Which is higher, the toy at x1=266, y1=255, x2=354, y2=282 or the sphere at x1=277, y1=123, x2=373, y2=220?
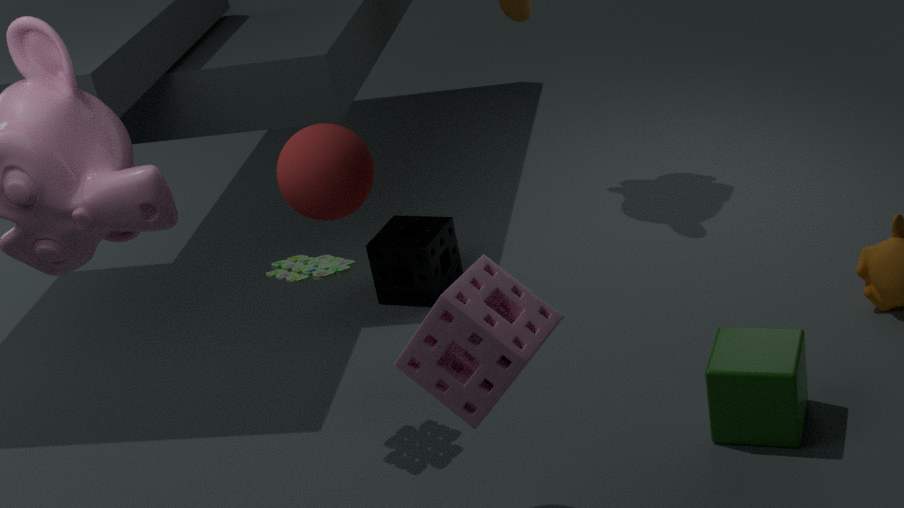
the sphere at x1=277, y1=123, x2=373, y2=220
